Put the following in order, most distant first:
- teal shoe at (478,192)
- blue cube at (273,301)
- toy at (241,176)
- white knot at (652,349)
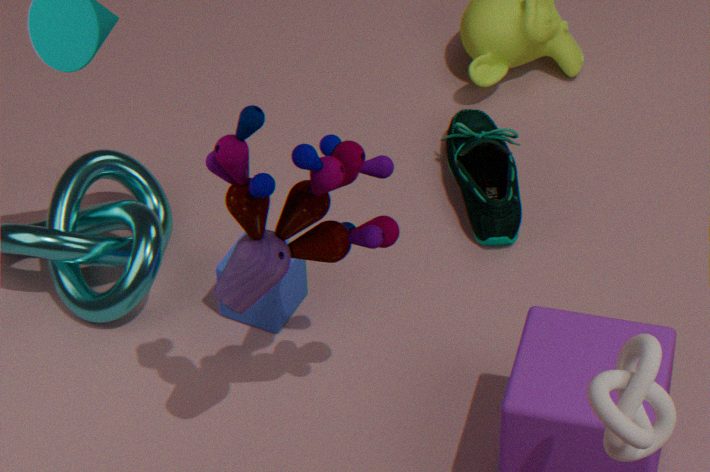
teal shoe at (478,192) < blue cube at (273,301) < toy at (241,176) < white knot at (652,349)
